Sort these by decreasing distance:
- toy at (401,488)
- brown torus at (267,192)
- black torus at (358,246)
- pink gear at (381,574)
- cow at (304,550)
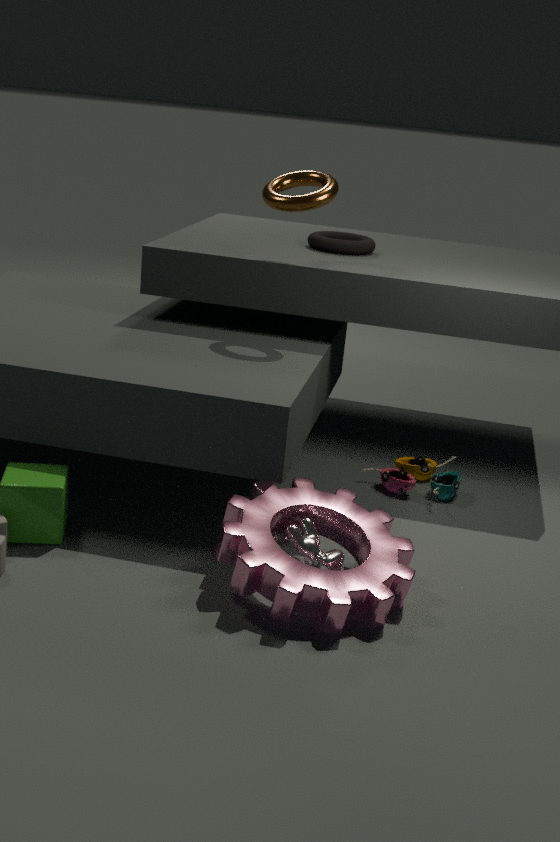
black torus at (358,246)
toy at (401,488)
brown torus at (267,192)
cow at (304,550)
pink gear at (381,574)
